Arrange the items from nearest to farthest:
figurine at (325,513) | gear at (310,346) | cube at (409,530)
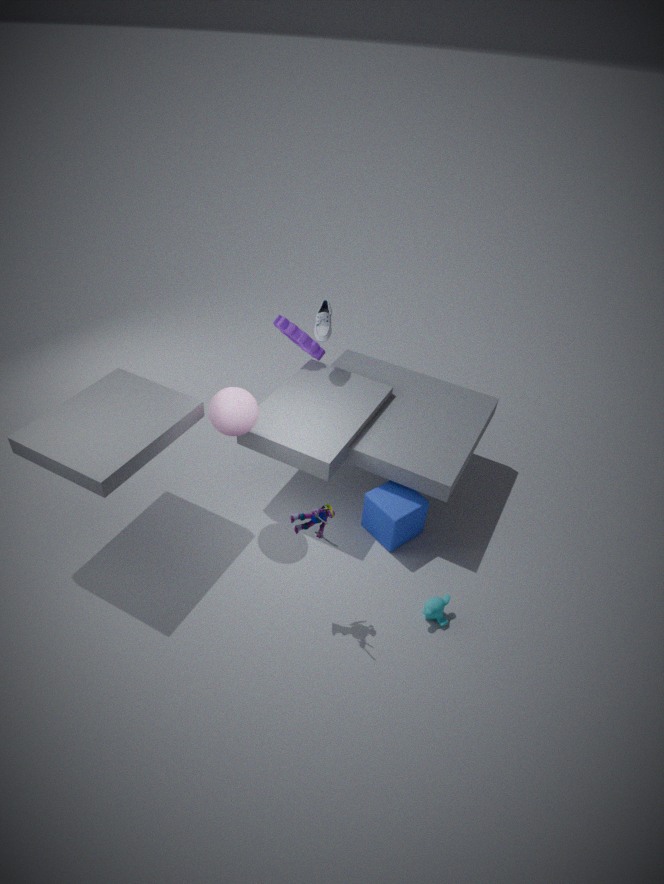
figurine at (325,513) → cube at (409,530) → gear at (310,346)
